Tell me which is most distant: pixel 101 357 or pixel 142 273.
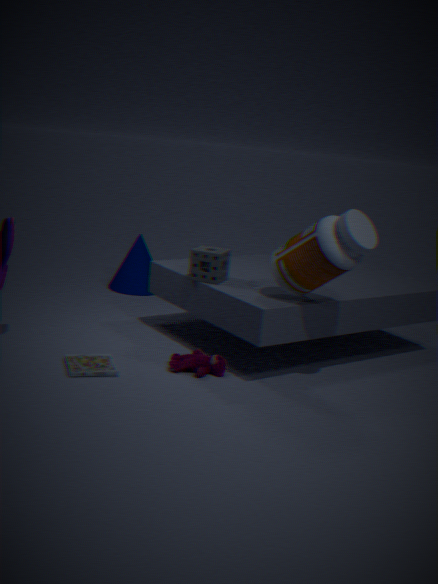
pixel 142 273
